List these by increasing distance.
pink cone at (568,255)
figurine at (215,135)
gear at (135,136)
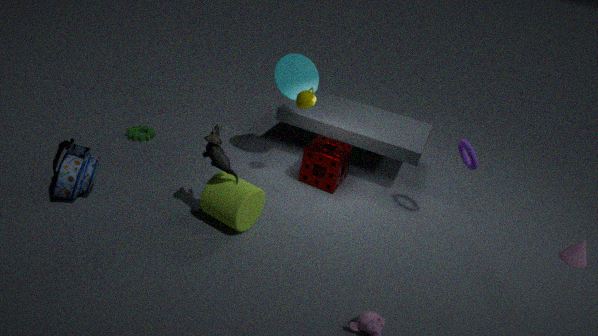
1. figurine at (215,135)
2. pink cone at (568,255)
3. gear at (135,136)
